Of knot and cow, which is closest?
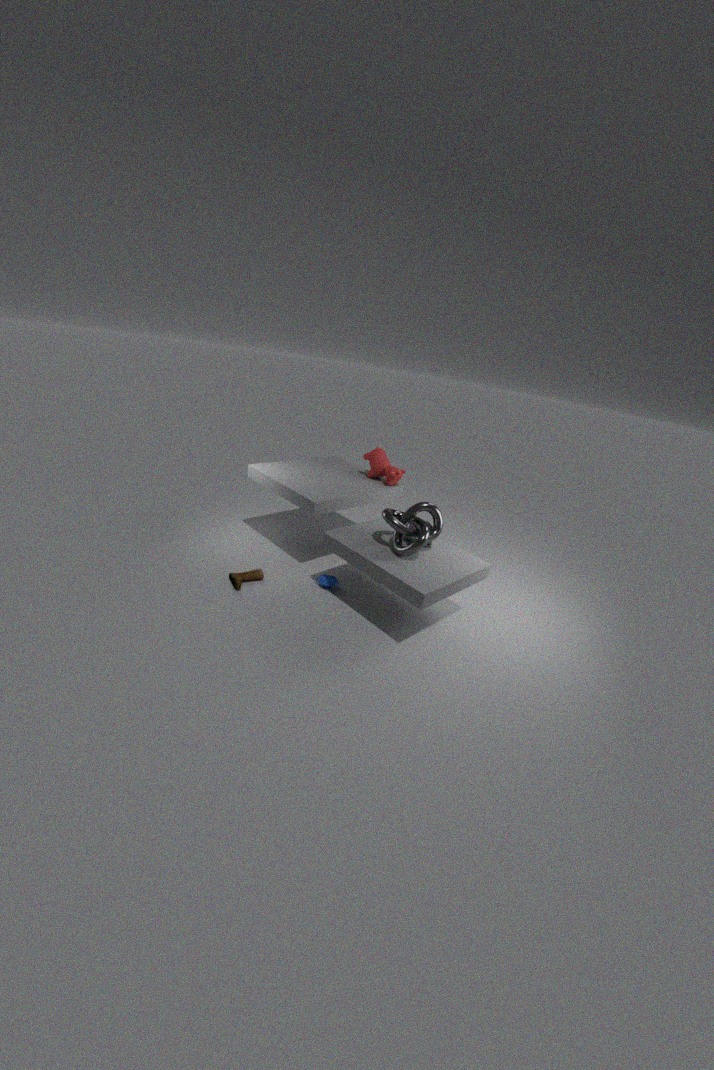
knot
